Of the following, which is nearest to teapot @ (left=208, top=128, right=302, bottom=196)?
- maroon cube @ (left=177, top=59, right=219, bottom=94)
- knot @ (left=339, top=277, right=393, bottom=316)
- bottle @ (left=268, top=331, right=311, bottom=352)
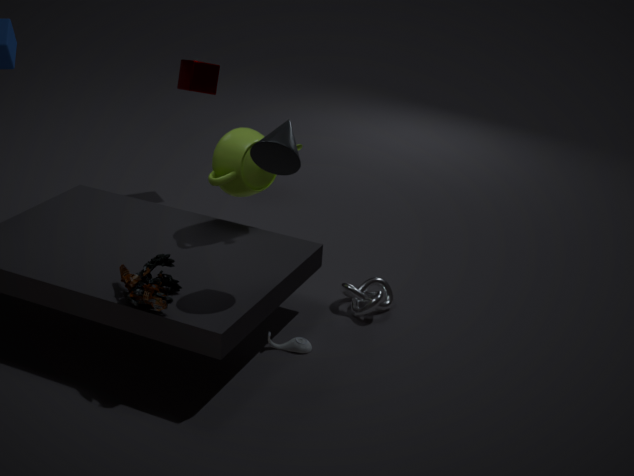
knot @ (left=339, top=277, right=393, bottom=316)
